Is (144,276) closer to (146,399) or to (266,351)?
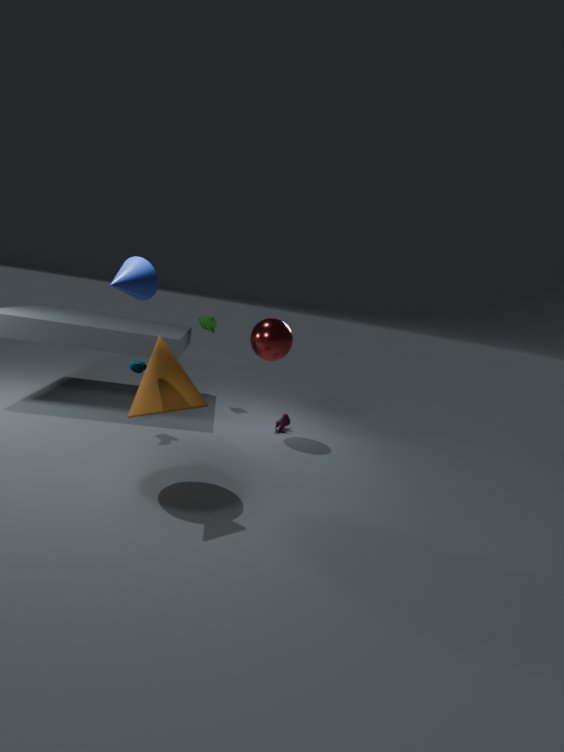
(146,399)
